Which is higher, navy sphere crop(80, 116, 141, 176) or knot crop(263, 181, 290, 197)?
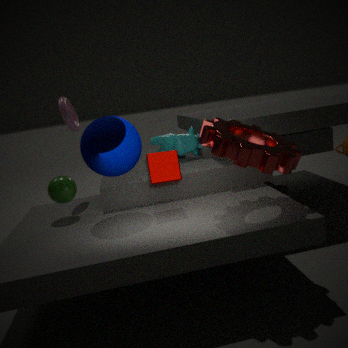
navy sphere crop(80, 116, 141, 176)
